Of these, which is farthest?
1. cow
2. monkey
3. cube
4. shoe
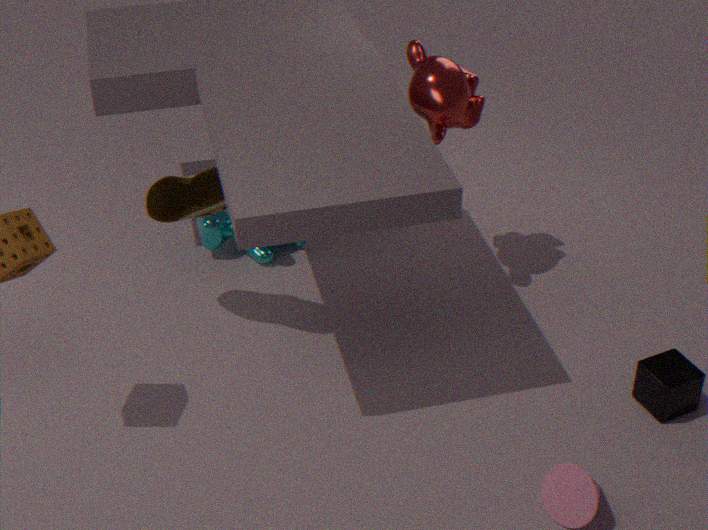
cow
